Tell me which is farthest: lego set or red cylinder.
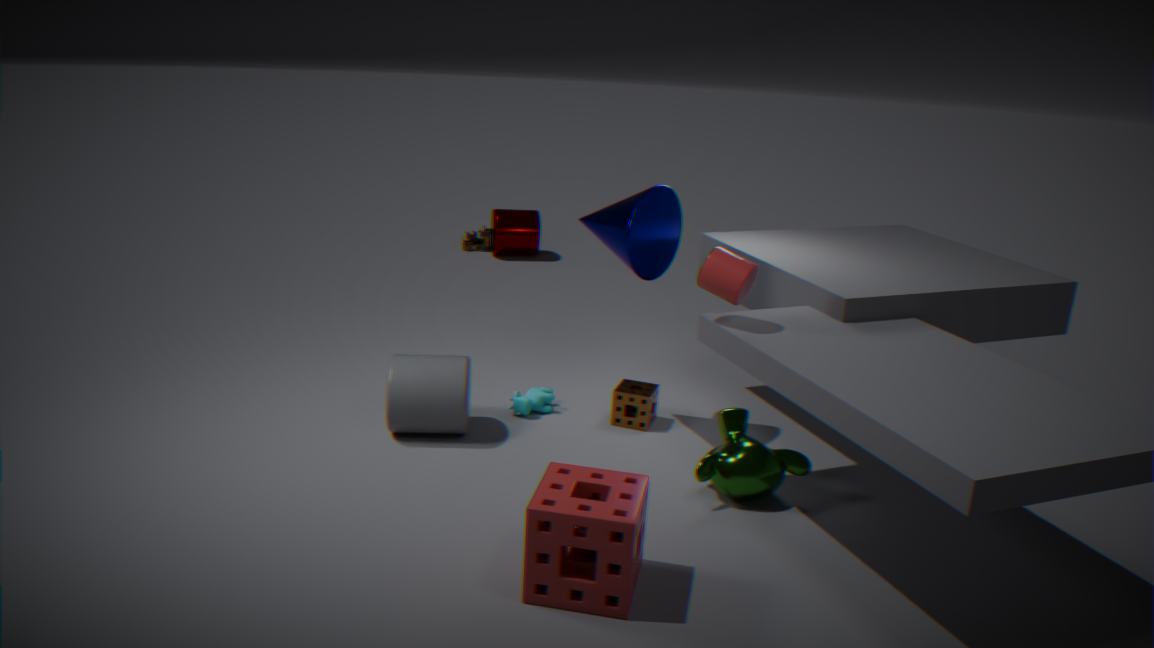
lego set
